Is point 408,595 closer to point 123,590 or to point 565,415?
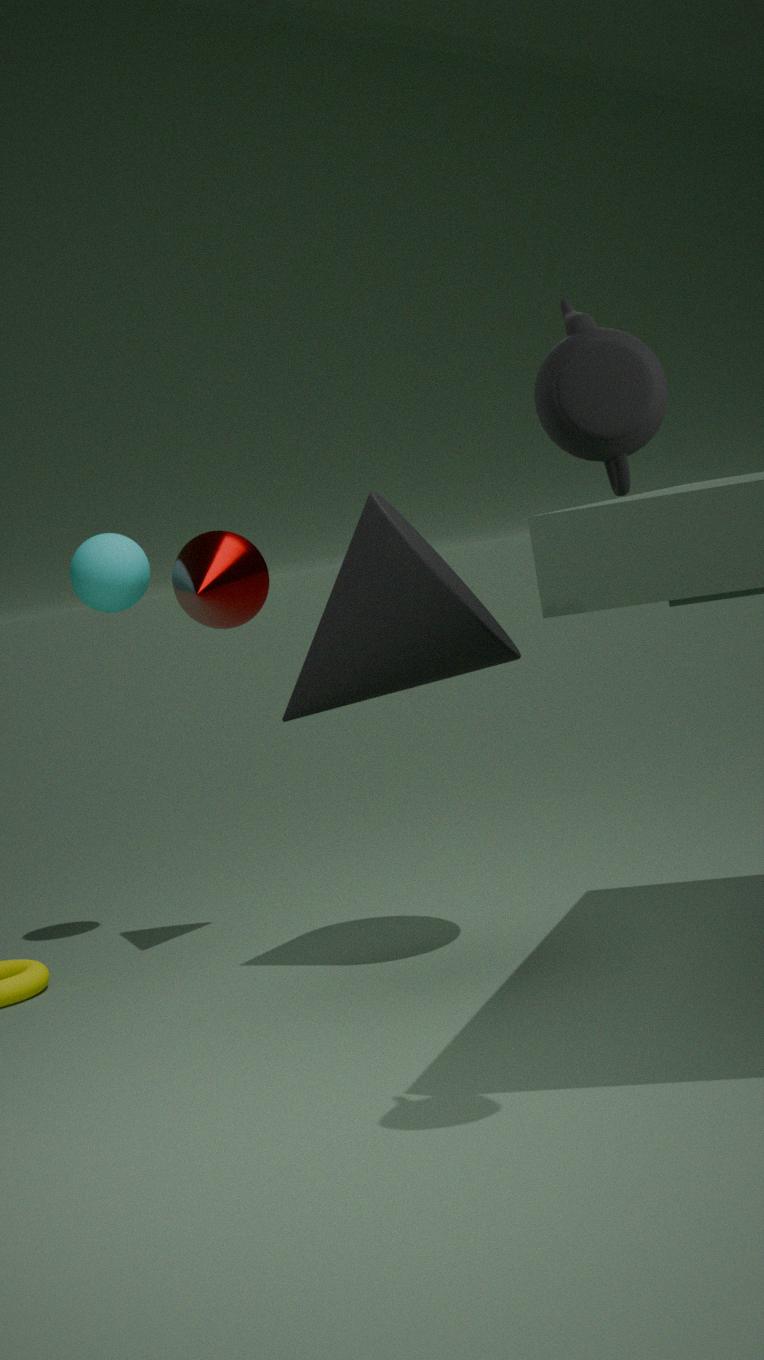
point 123,590
